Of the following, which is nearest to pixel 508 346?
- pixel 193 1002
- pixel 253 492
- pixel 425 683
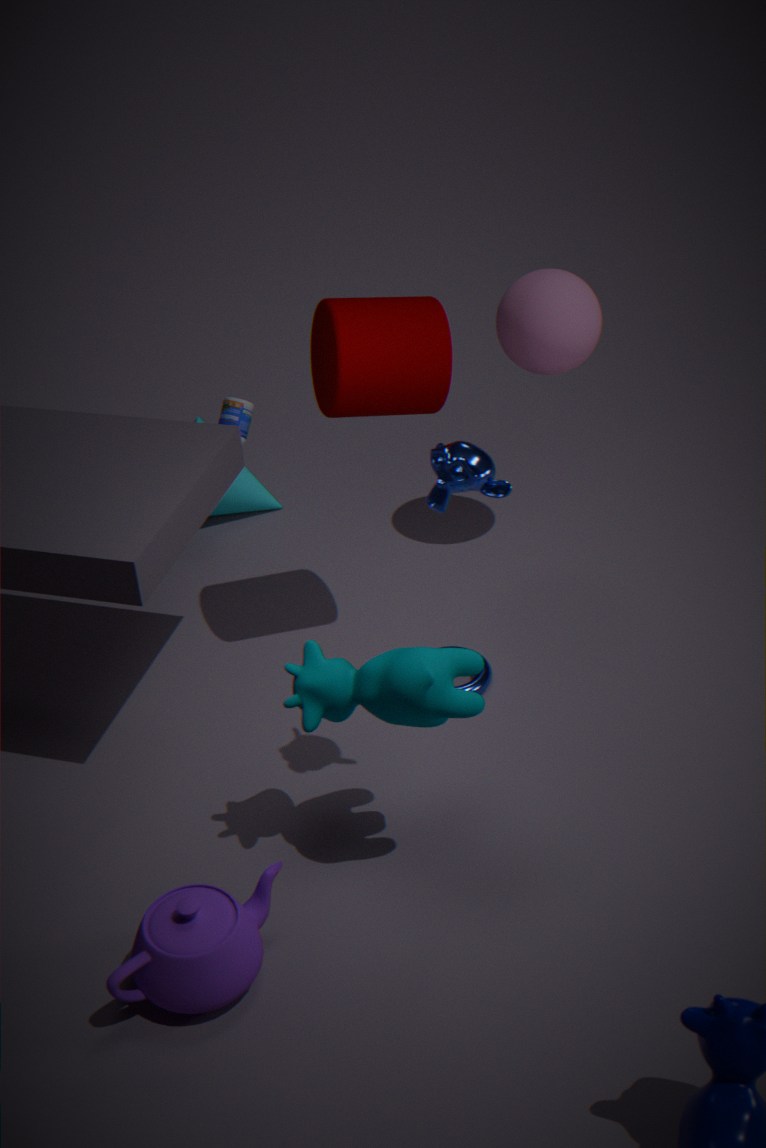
pixel 253 492
